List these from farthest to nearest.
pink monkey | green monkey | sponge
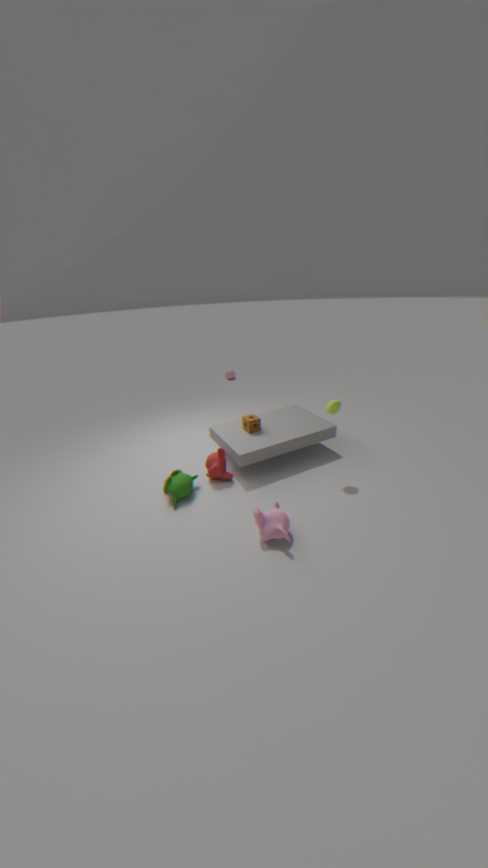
sponge
green monkey
pink monkey
